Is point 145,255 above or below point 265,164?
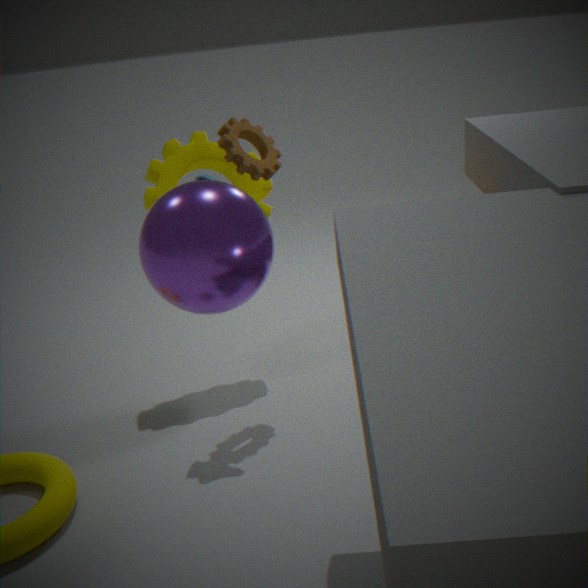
below
